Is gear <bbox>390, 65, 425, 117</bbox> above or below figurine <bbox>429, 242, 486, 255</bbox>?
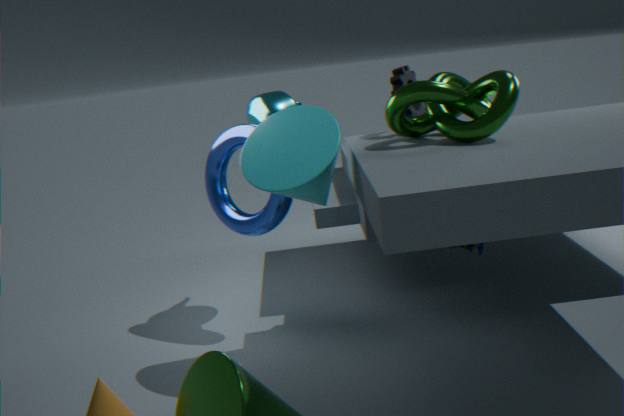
above
